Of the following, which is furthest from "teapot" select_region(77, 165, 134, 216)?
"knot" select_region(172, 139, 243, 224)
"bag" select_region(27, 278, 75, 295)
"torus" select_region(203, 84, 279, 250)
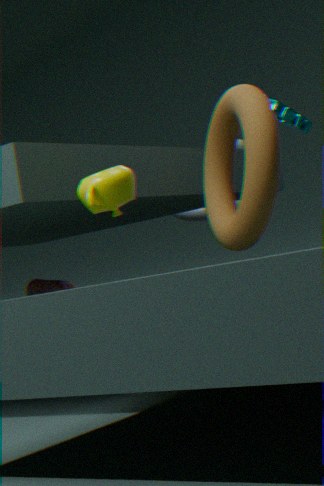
"bag" select_region(27, 278, 75, 295)
